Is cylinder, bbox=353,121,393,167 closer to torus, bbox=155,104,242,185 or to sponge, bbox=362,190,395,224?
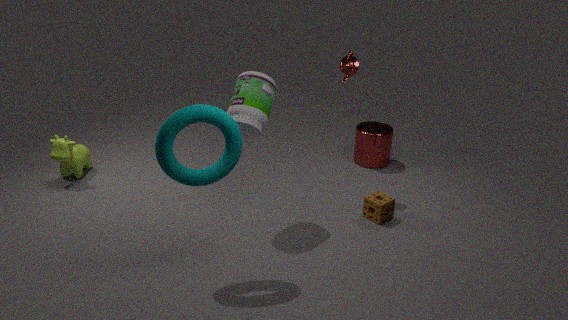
sponge, bbox=362,190,395,224
